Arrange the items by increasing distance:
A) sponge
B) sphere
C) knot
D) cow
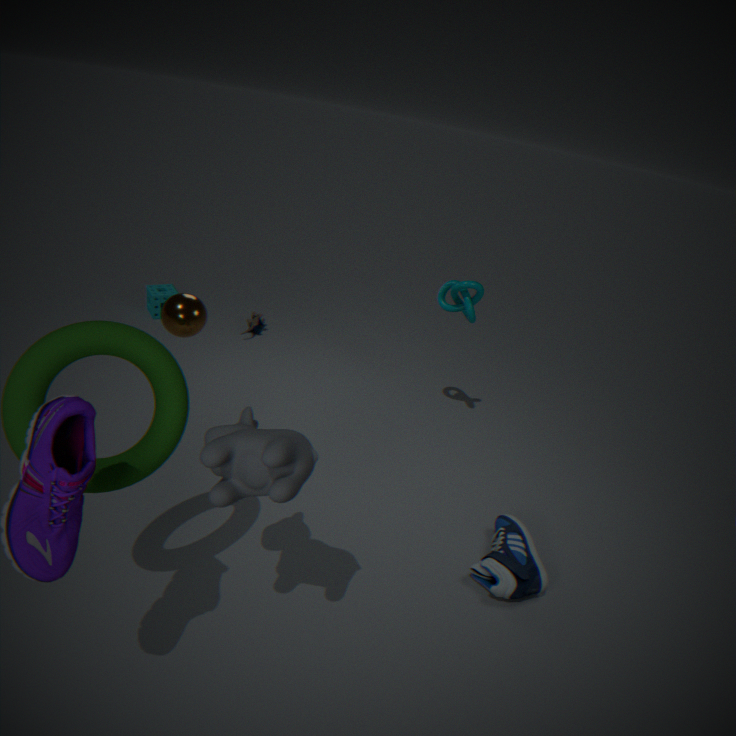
cow, sphere, knot, sponge
